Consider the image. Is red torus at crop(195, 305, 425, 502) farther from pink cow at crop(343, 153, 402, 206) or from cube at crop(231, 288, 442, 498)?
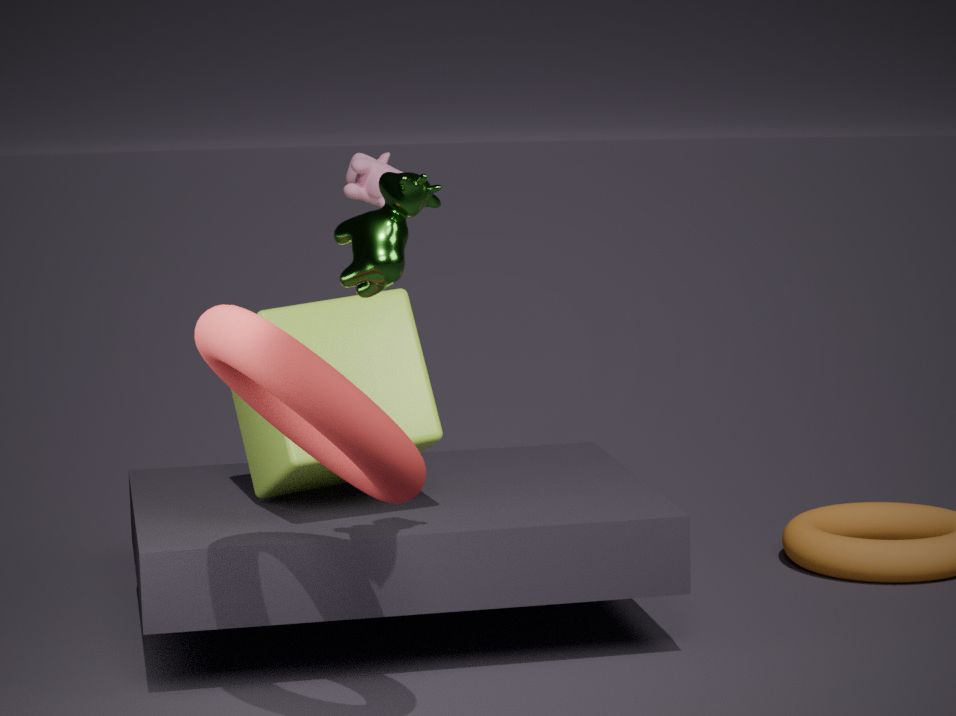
pink cow at crop(343, 153, 402, 206)
